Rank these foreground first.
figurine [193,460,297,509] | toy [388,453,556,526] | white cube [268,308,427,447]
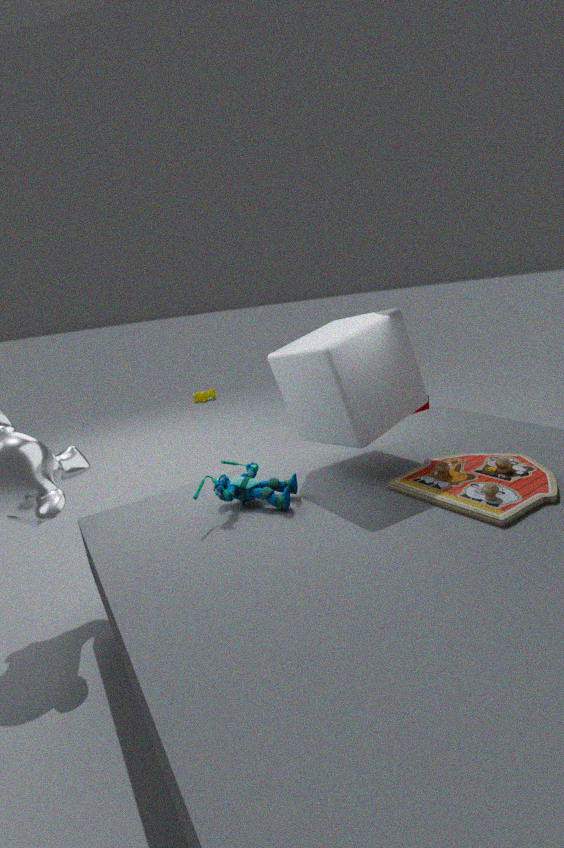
toy [388,453,556,526] < figurine [193,460,297,509] < white cube [268,308,427,447]
